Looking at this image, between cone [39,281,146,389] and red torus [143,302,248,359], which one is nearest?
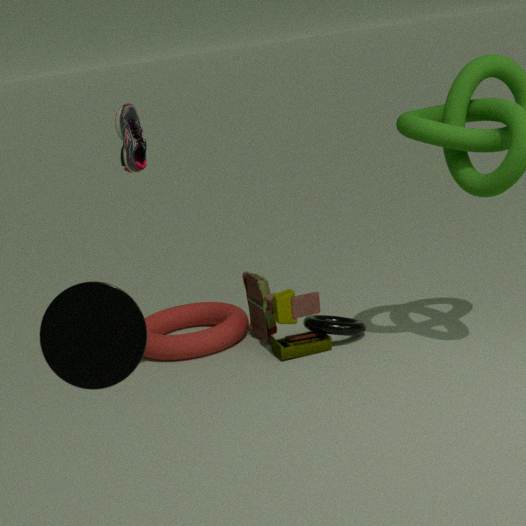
cone [39,281,146,389]
